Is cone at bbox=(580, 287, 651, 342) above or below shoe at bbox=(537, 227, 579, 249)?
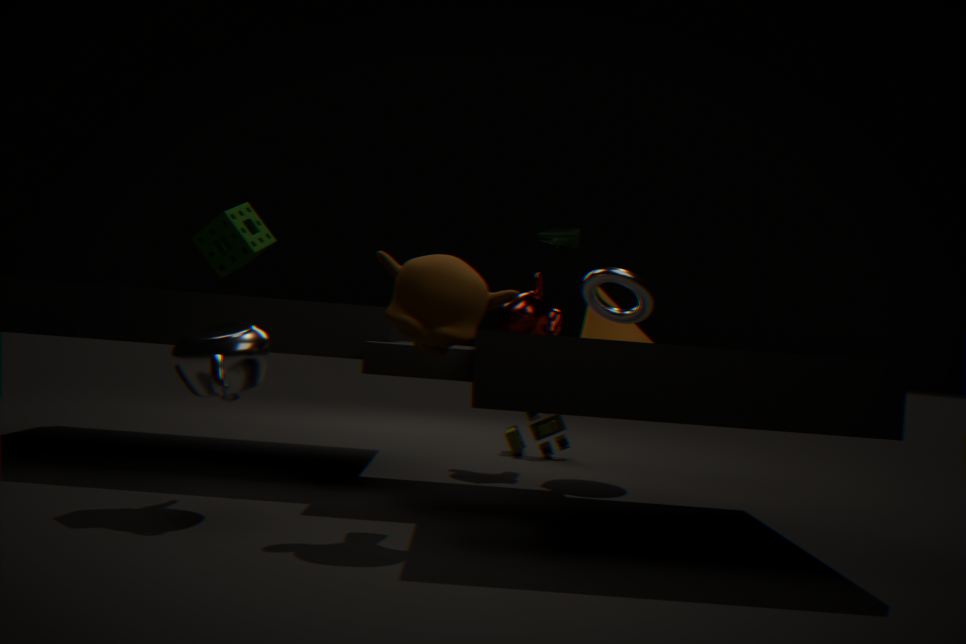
below
